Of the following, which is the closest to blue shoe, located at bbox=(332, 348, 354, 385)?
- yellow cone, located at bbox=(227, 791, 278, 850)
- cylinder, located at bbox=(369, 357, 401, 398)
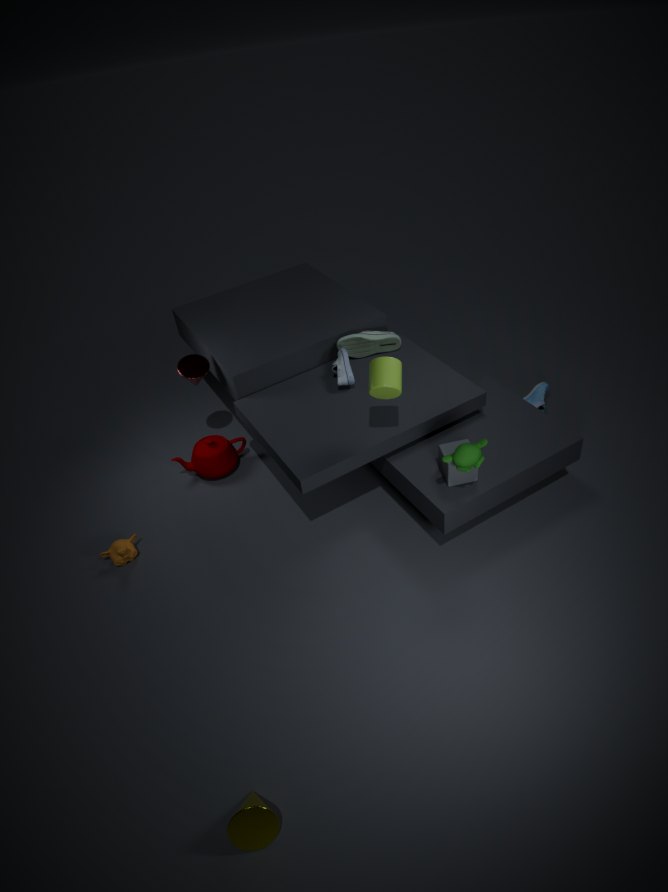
cylinder, located at bbox=(369, 357, 401, 398)
